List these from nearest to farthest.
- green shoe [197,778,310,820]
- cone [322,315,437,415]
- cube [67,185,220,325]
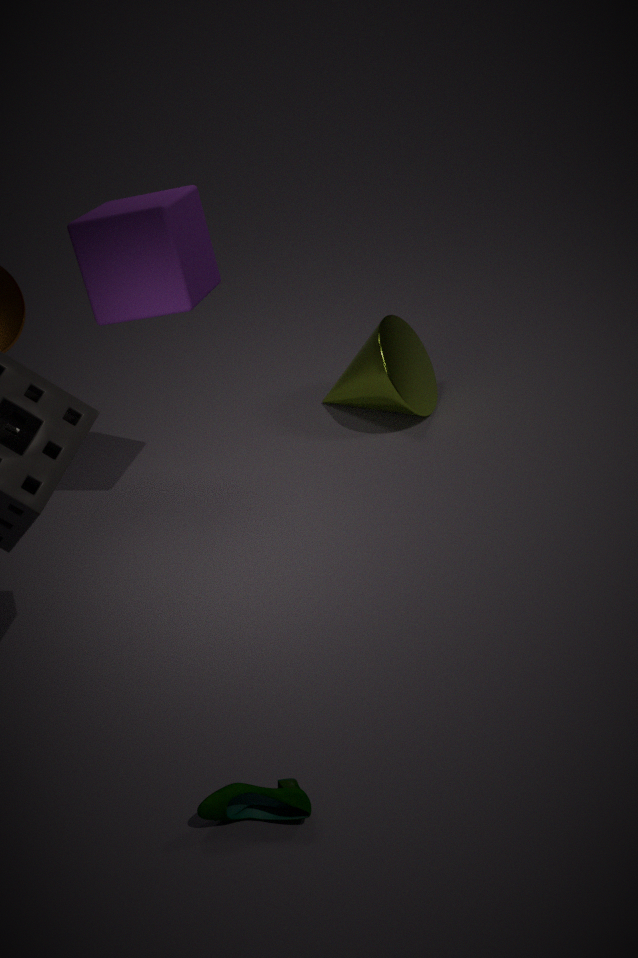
green shoe [197,778,310,820]
cube [67,185,220,325]
cone [322,315,437,415]
